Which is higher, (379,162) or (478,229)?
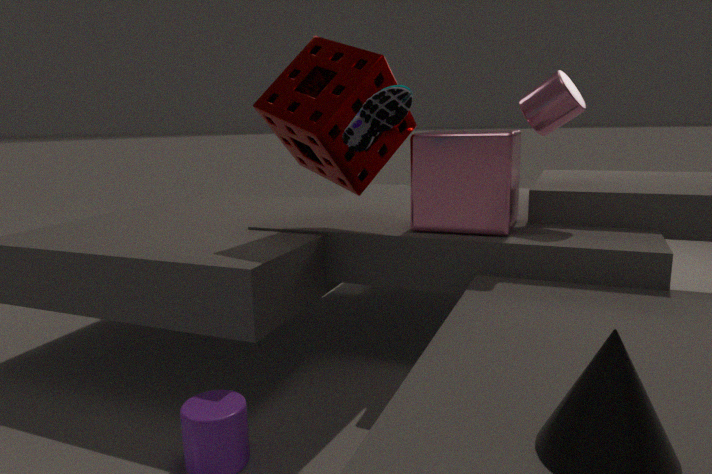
(379,162)
